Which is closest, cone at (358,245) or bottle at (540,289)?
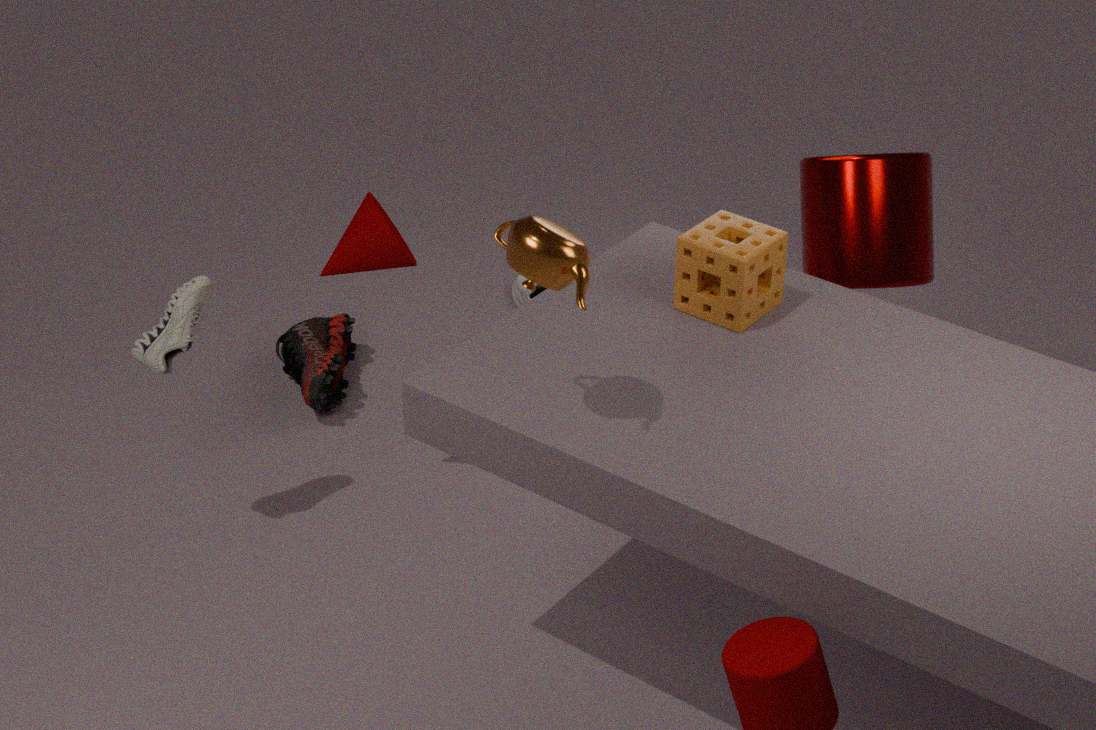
cone at (358,245)
